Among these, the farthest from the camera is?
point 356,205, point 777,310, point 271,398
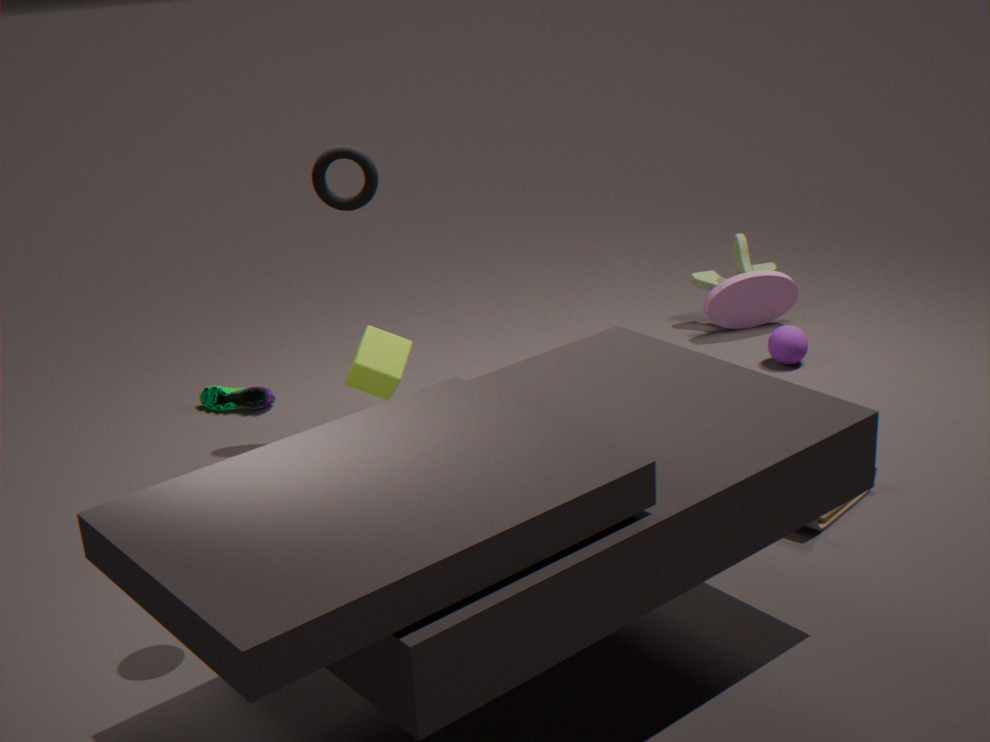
point 777,310
